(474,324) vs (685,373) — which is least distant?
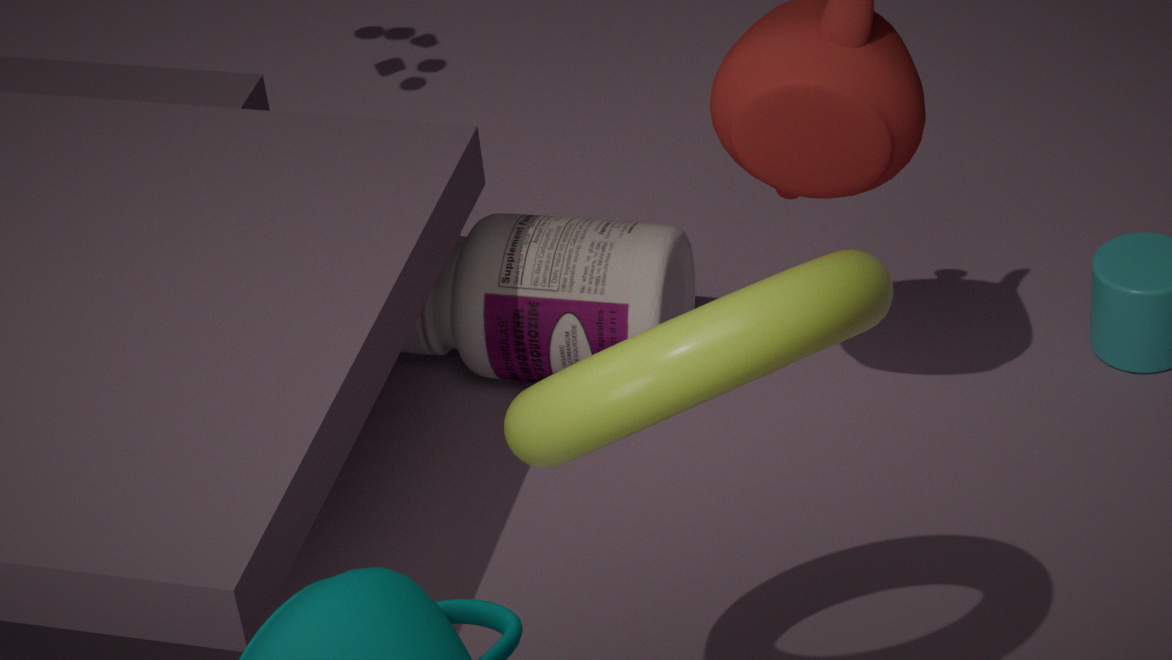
(685,373)
